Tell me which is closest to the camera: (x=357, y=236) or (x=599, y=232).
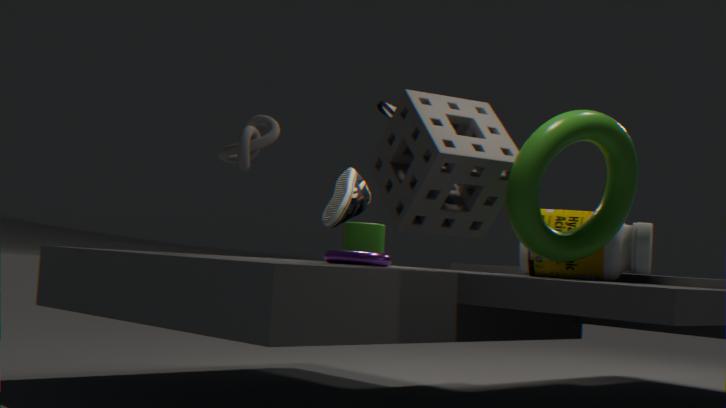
(x=599, y=232)
